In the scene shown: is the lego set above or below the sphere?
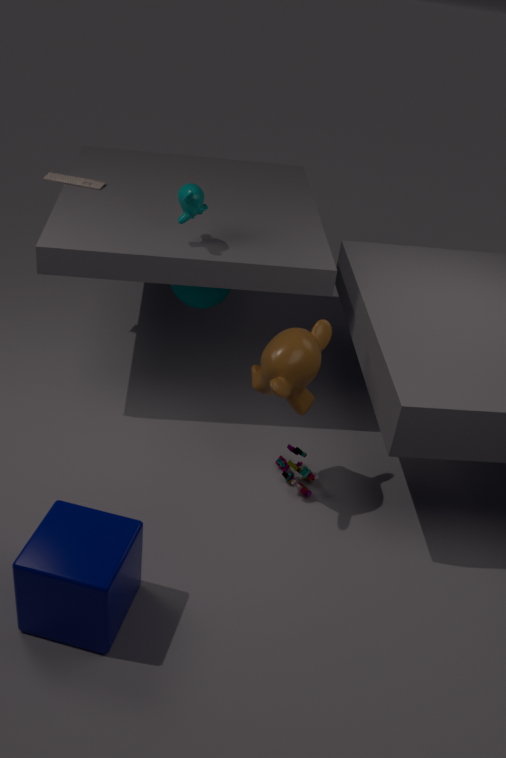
below
